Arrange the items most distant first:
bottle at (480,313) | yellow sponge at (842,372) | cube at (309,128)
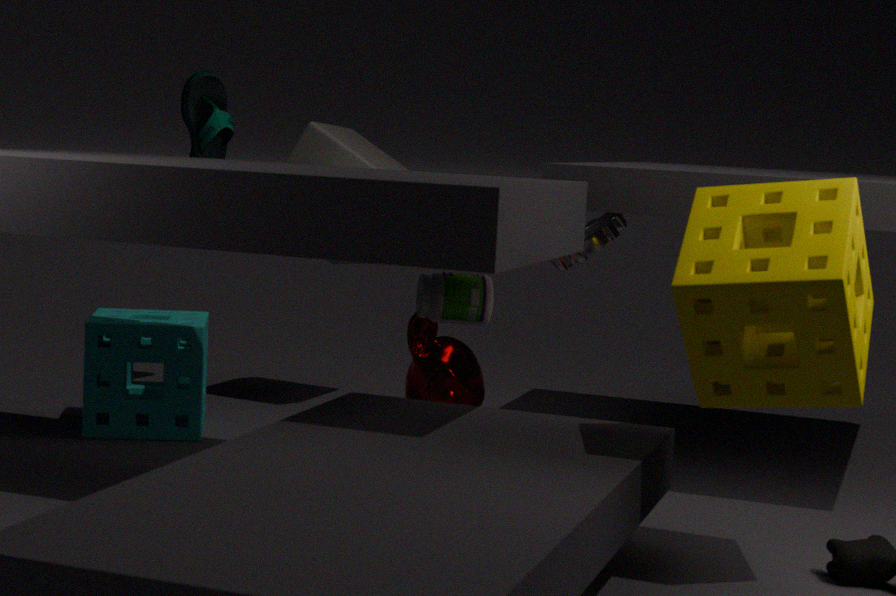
cube at (309,128)
bottle at (480,313)
yellow sponge at (842,372)
